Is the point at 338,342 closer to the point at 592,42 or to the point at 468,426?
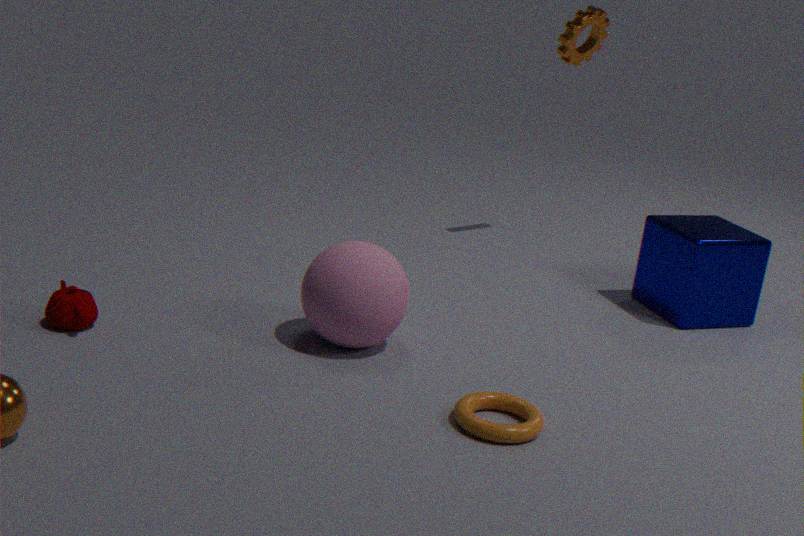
the point at 468,426
